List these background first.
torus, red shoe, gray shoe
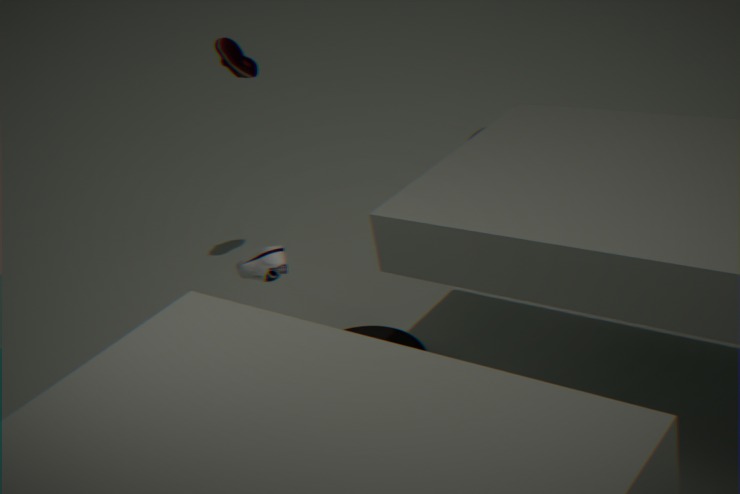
red shoe → torus → gray shoe
